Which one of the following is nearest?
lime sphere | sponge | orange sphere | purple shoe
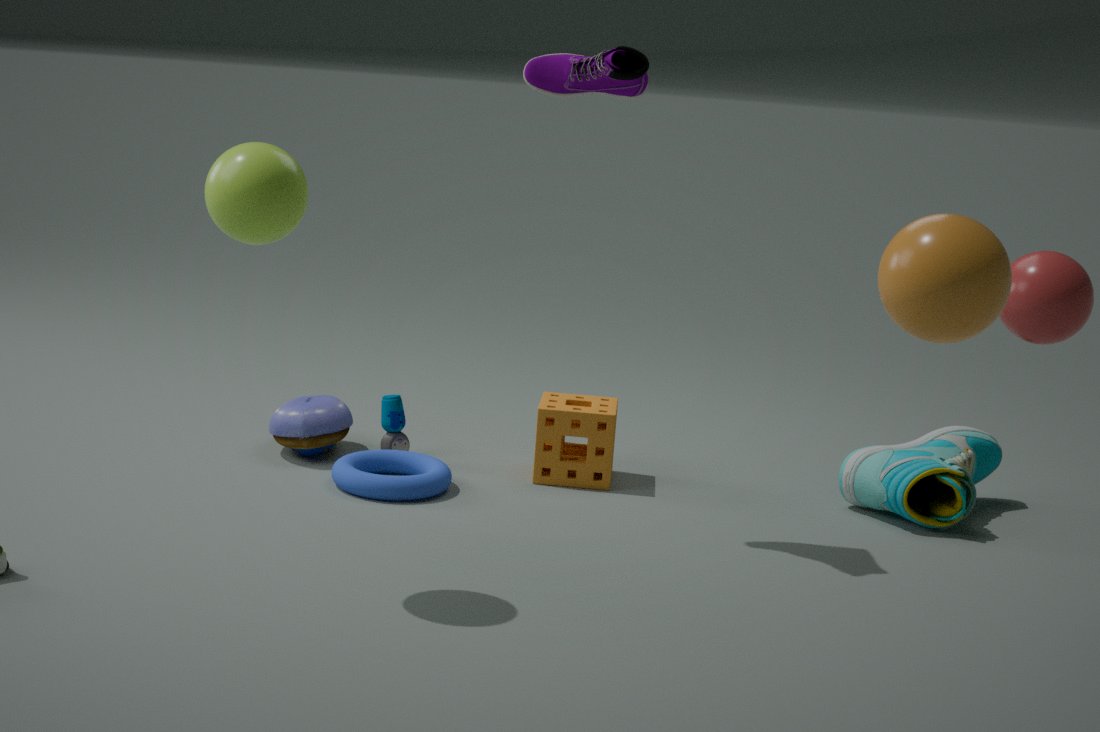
orange sphere
